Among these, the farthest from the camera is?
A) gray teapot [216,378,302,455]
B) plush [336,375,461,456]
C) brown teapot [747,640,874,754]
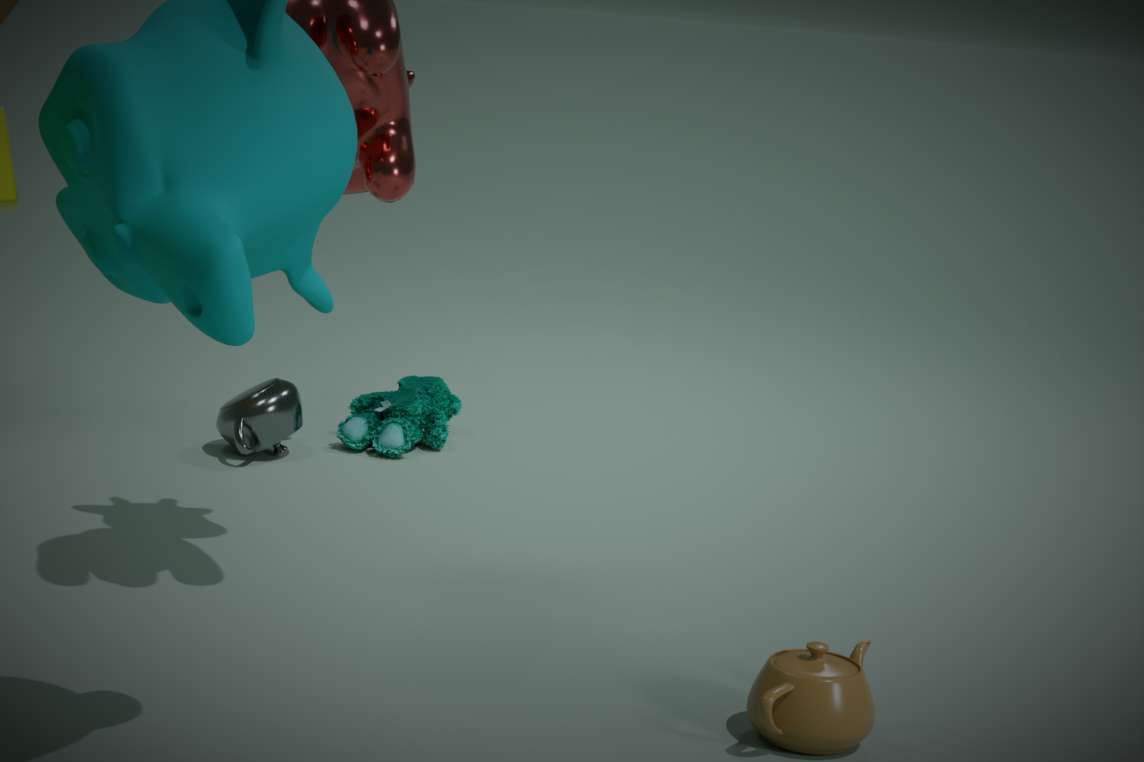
plush [336,375,461,456]
